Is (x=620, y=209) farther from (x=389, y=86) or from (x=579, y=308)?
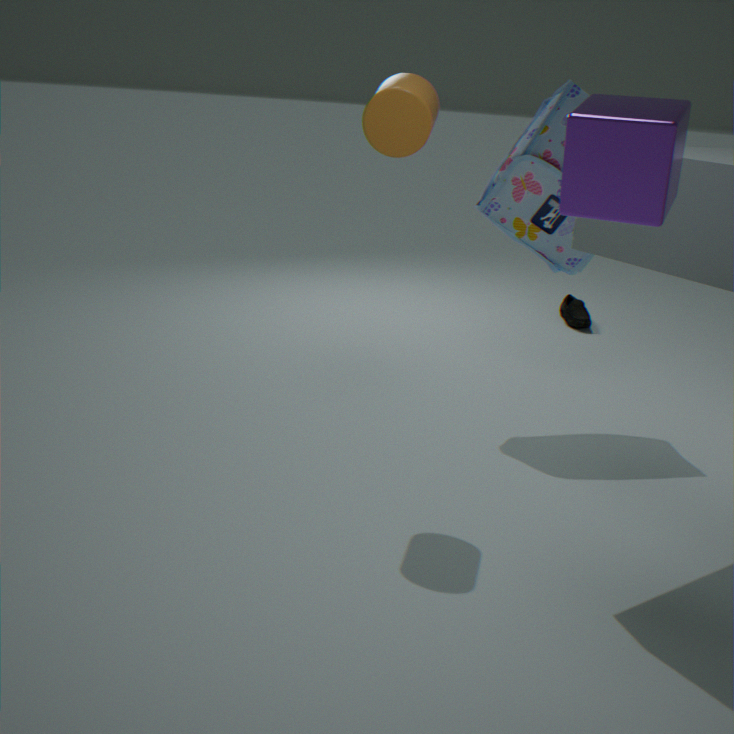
(x=579, y=308)
